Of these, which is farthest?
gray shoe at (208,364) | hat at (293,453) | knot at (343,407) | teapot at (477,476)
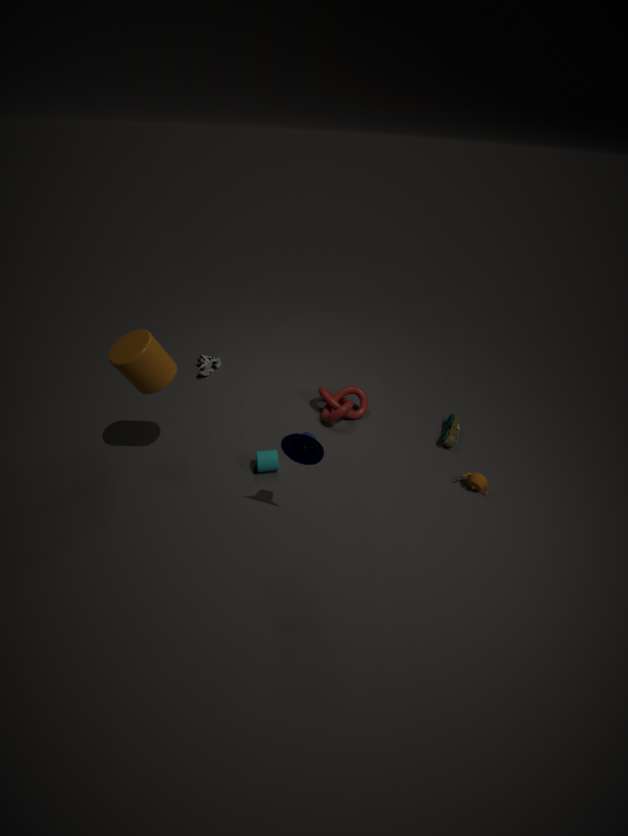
gray shoe at (208,364)
